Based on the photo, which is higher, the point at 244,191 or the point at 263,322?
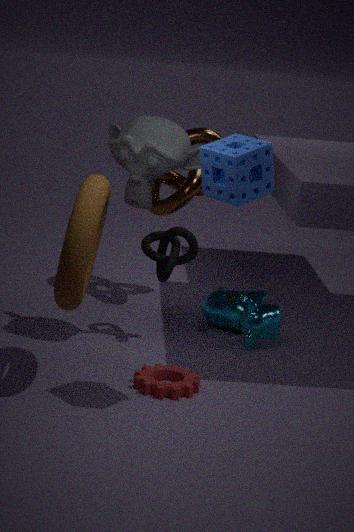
the point at 244,191
